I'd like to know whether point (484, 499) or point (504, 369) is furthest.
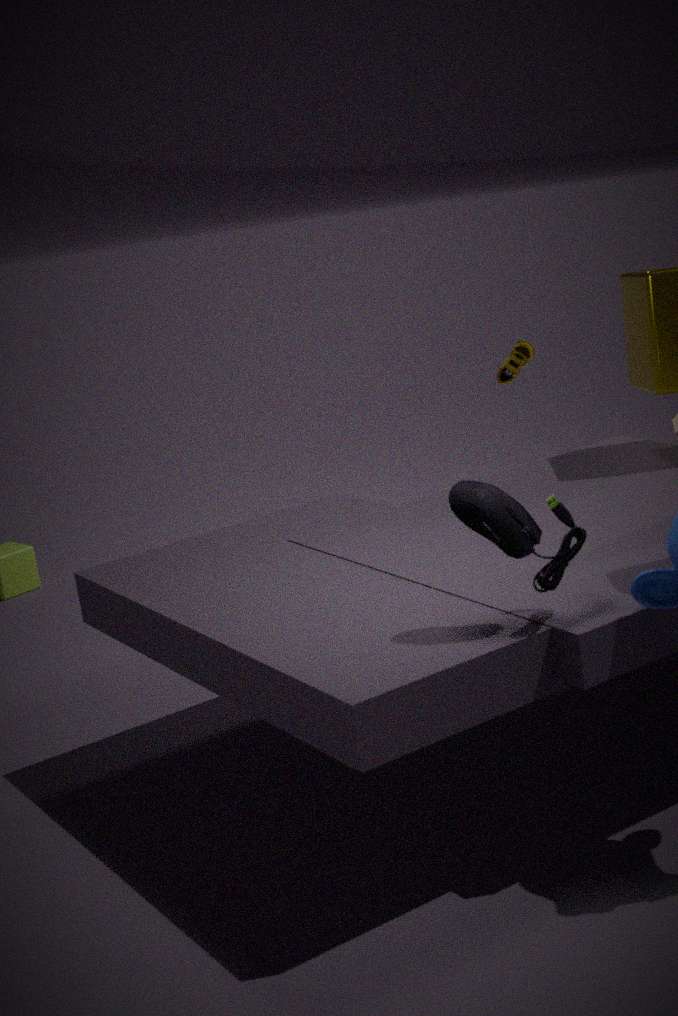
point (504, 369)
